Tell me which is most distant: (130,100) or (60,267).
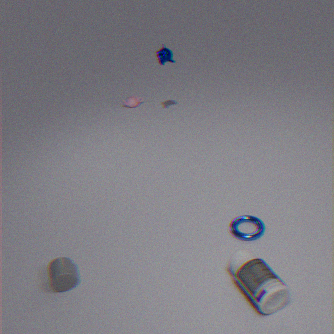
(130,100)
